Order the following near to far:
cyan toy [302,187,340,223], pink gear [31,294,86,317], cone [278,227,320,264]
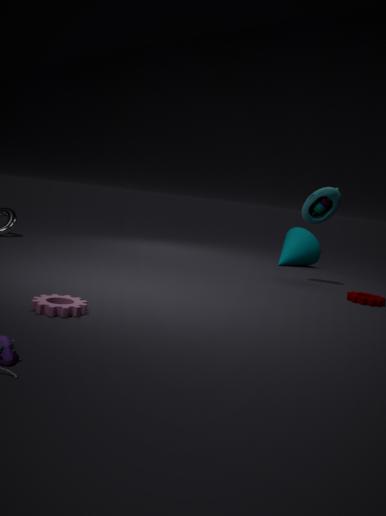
pink gear [31,294,86,317] → cyan toy [302,187,340,223] → cone [278,227,320,264]
